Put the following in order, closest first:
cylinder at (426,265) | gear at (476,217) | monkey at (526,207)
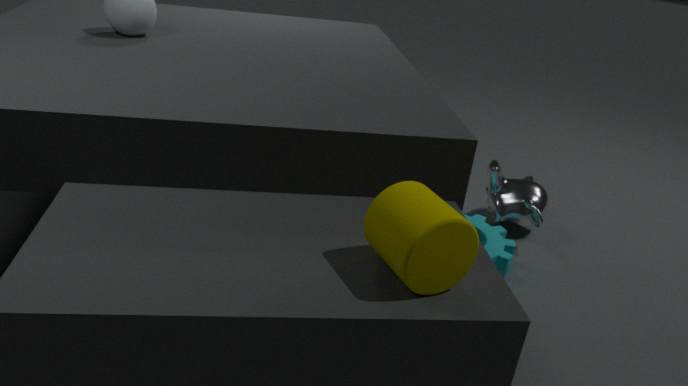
cylinder at (426,265) → gear at (476,217) → monkey at (526,207)
